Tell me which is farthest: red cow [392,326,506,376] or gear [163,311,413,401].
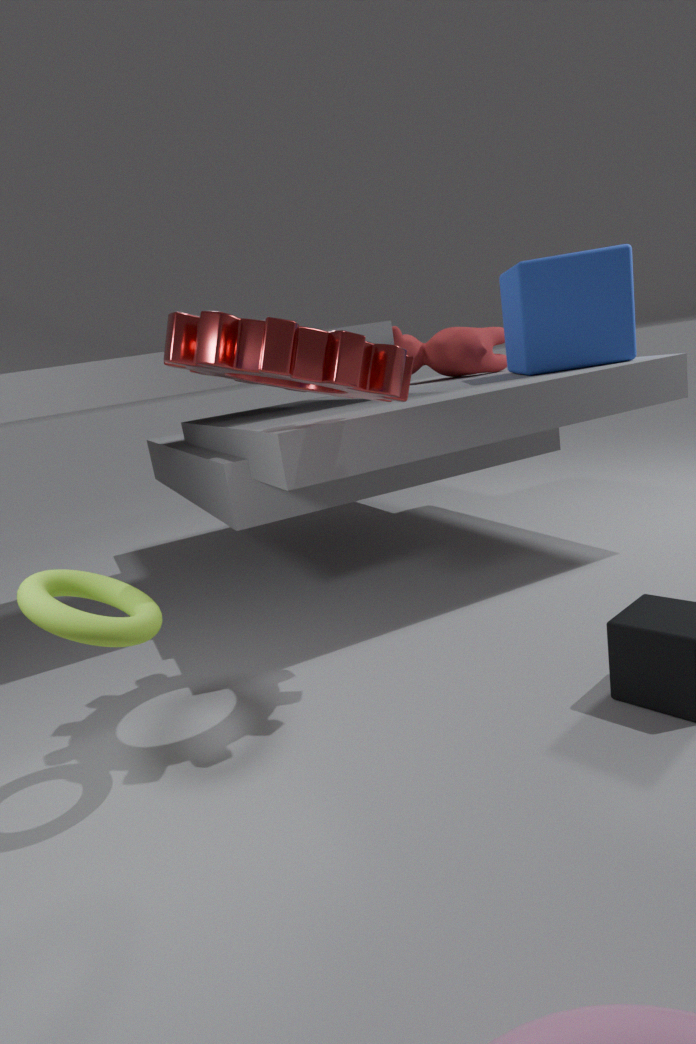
red cow [392,326,506,376]
